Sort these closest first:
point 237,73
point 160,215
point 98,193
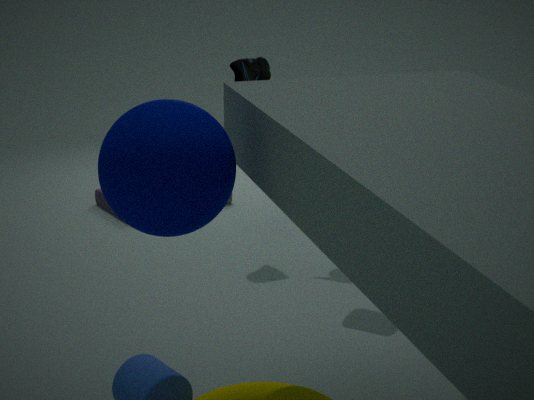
point 160,215, point 237,73, point 98,193
